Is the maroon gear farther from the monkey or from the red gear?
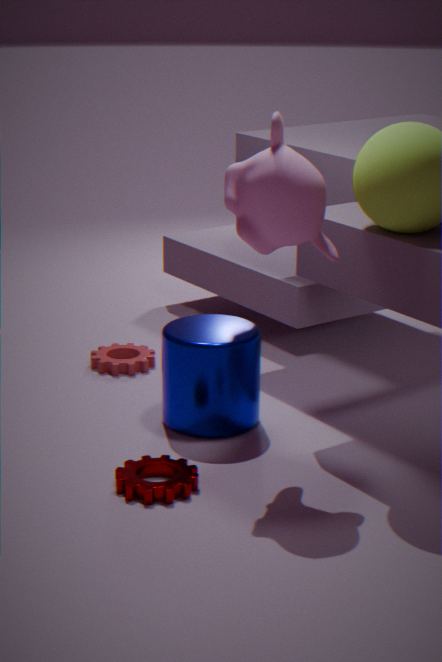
the red gear
